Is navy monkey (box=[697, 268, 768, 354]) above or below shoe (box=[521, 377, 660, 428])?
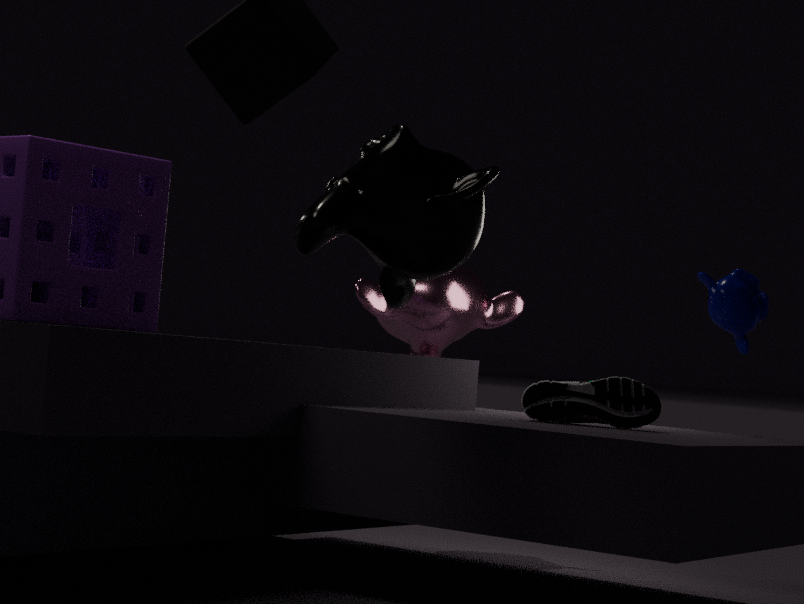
above
